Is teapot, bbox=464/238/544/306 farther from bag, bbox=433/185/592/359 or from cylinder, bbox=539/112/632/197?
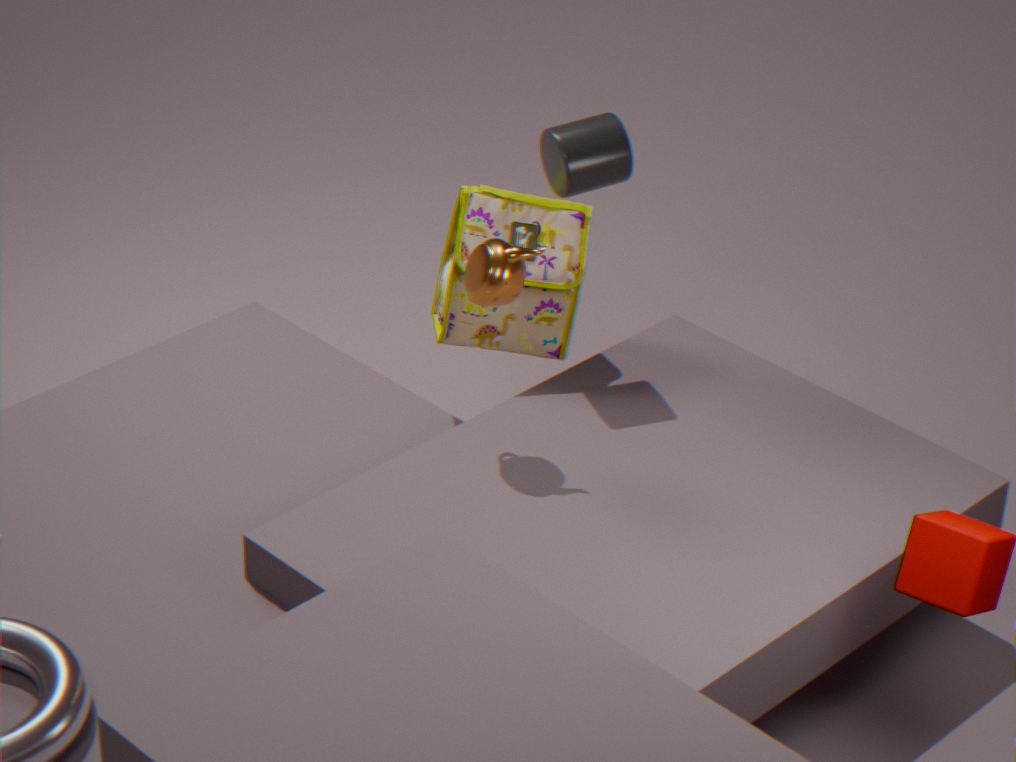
cylinder, bbox=539/112/632/197
